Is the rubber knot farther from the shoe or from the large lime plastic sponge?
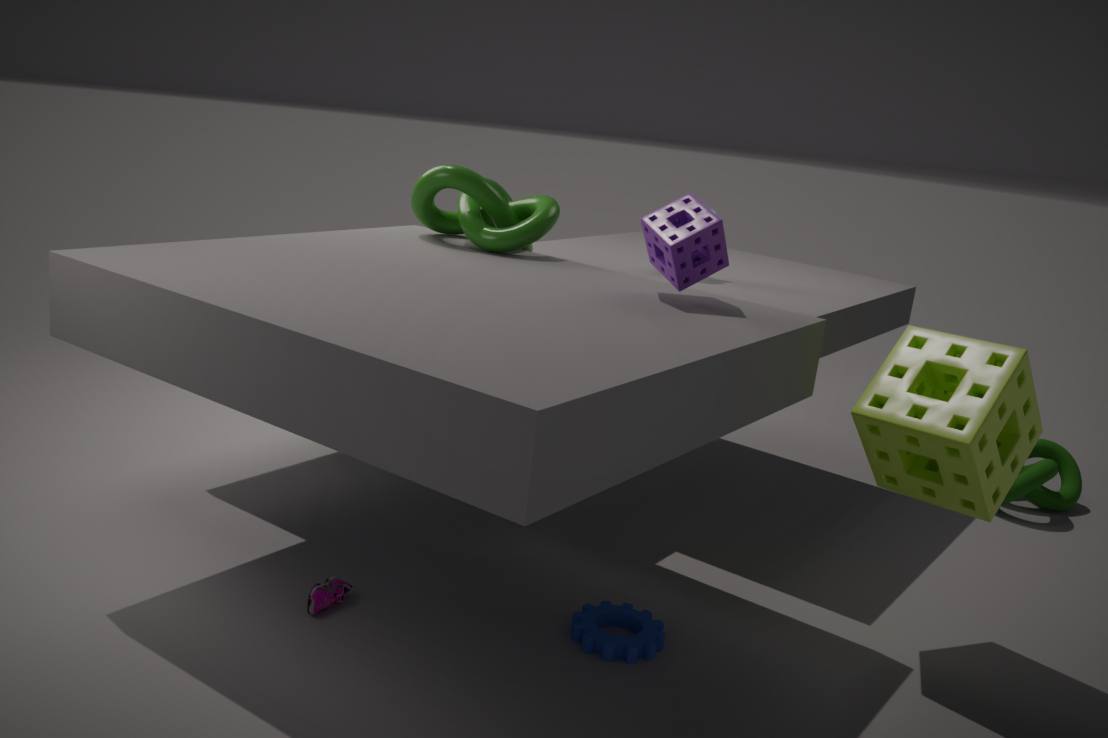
the shoe
